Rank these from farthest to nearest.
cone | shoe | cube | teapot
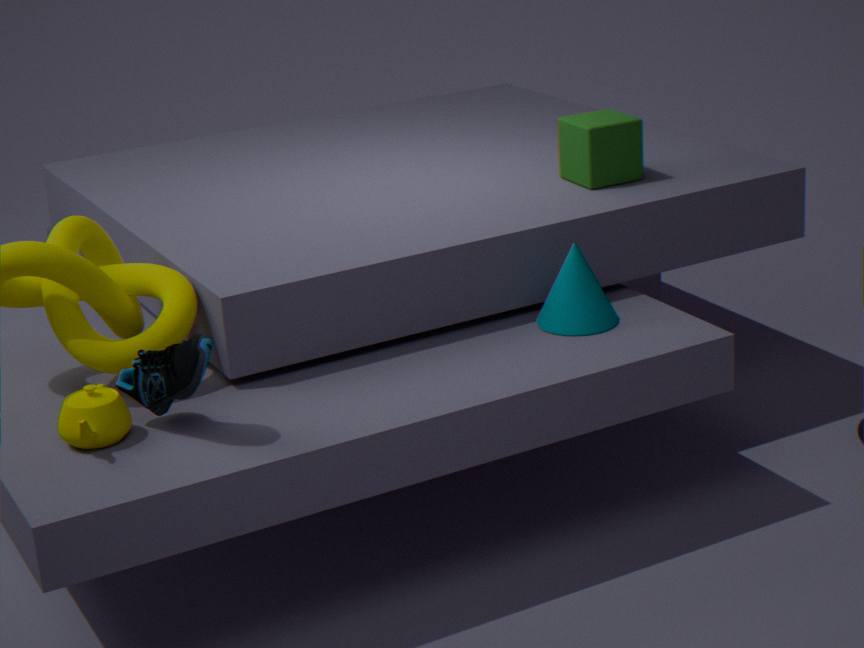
cube, cone, teapot, shoe
